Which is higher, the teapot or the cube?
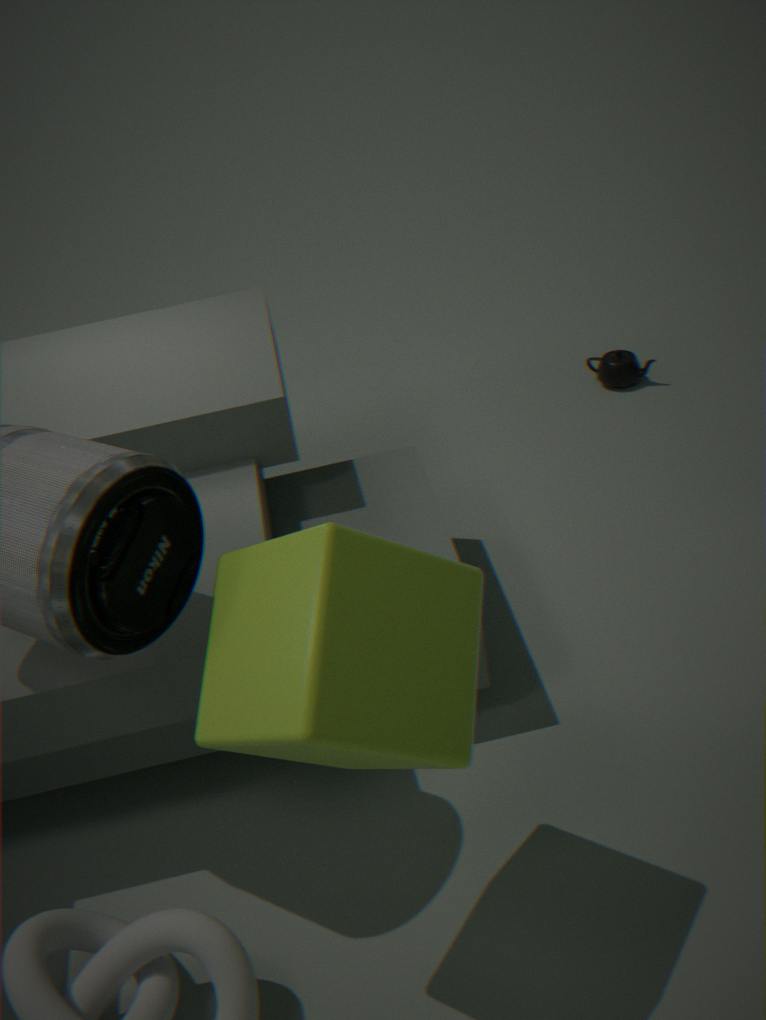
the cube
